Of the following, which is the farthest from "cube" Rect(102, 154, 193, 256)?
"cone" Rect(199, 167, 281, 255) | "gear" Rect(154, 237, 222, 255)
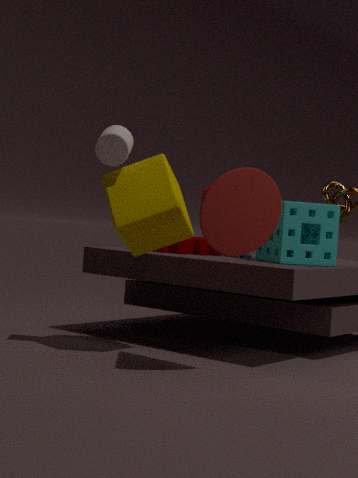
"gear" Rect(154, 237, 222, 255)
